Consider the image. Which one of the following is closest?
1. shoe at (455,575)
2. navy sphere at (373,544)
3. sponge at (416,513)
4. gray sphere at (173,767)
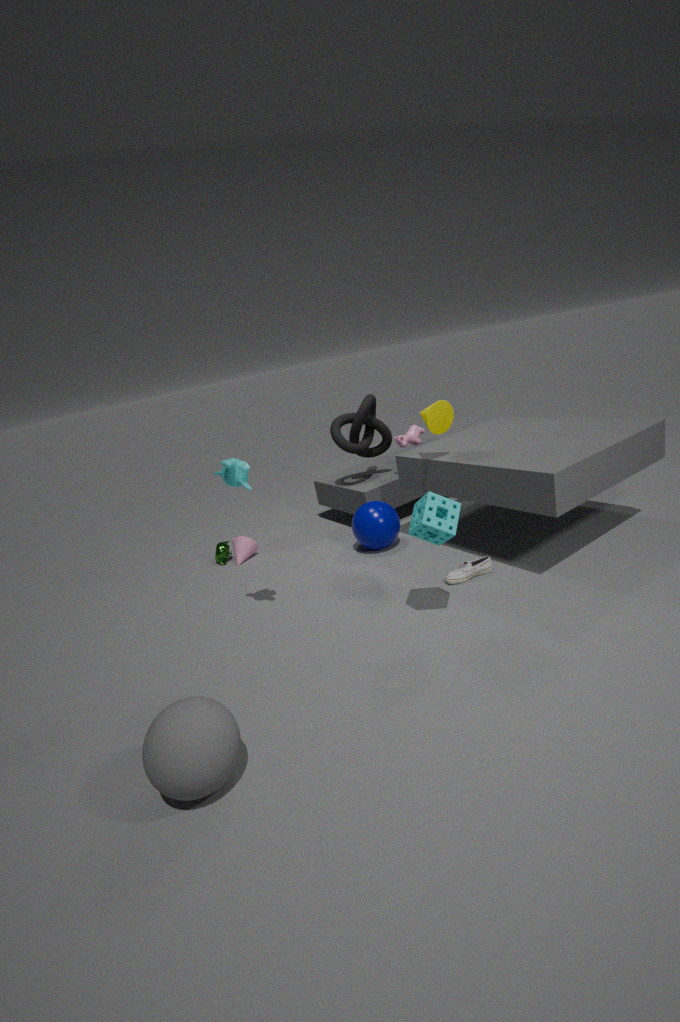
gray sphere at (173,767)
